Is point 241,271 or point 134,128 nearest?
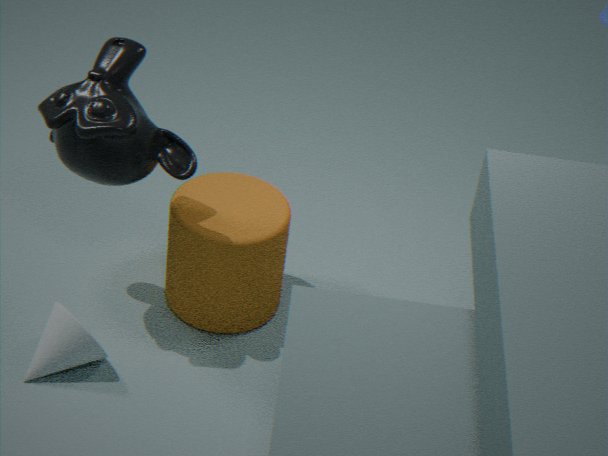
point 134,128
